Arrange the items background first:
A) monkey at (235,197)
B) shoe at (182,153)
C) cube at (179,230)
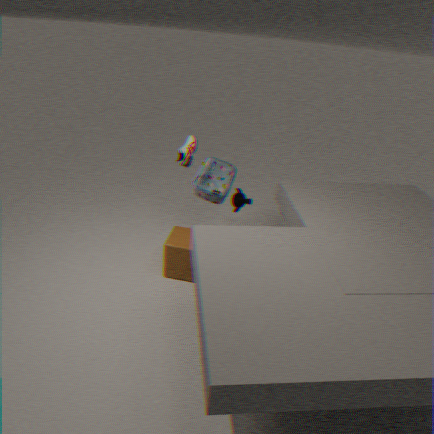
monkey at (235,197) < shoe at (182,153) < cube at (179,230)
